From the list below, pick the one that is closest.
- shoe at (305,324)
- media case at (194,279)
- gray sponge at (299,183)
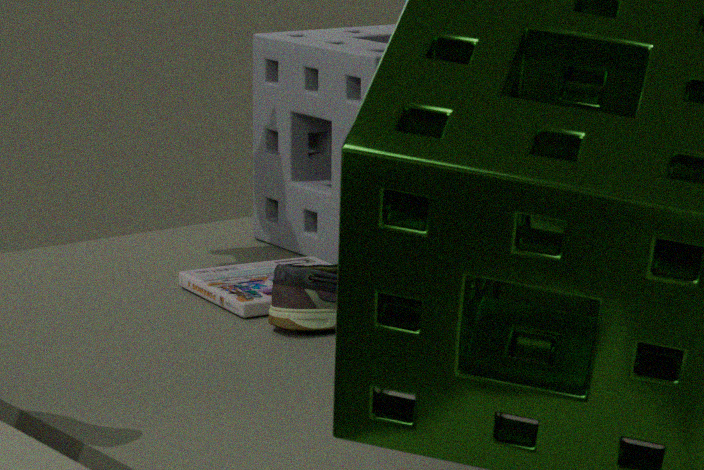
shoe at (305,324)
